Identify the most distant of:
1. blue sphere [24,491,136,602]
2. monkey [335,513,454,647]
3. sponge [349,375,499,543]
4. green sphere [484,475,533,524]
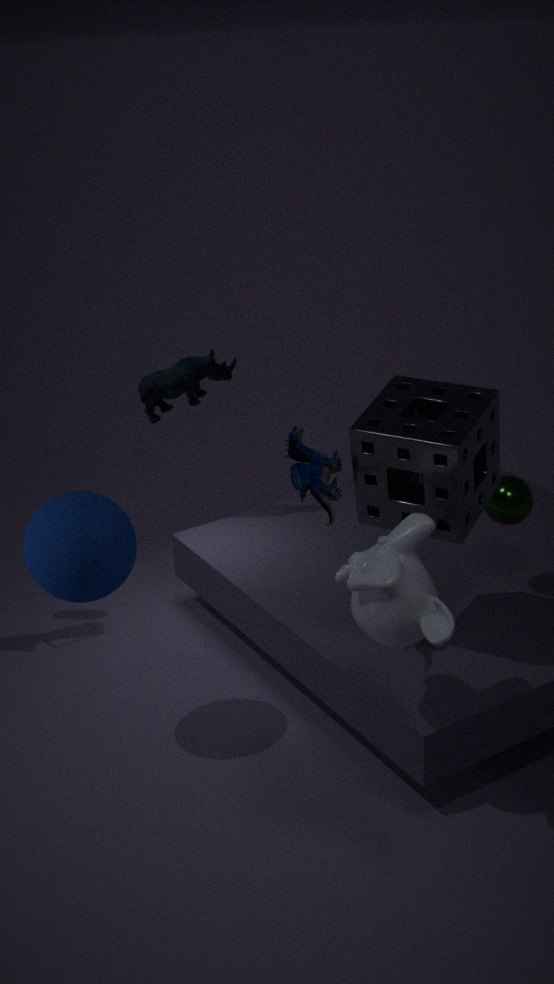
green sphere [484,475,533,524]
